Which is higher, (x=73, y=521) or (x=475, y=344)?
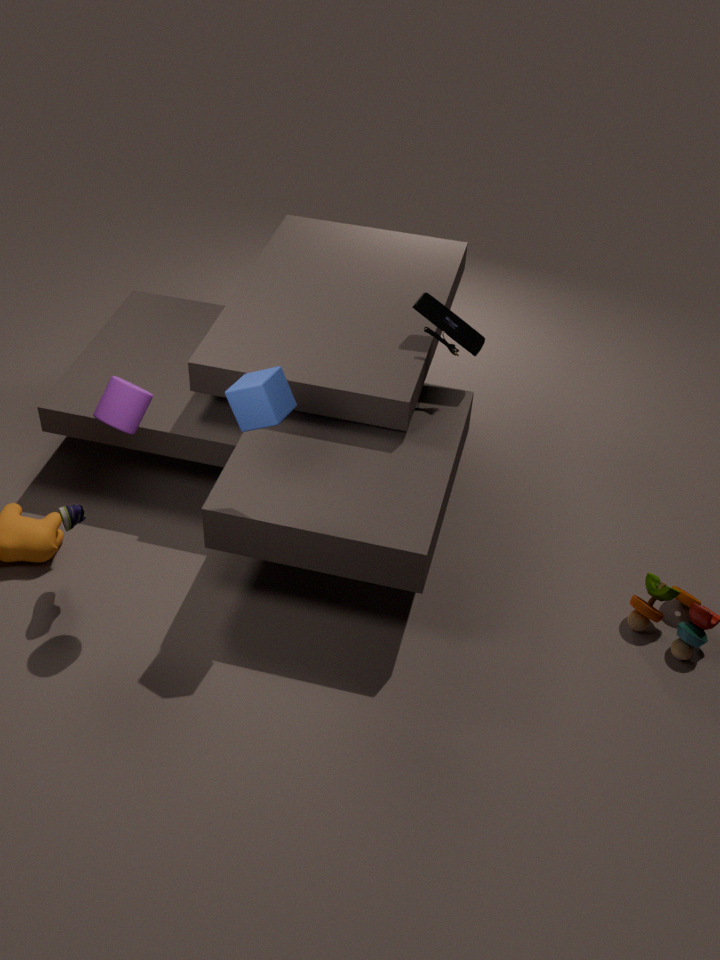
(x=475, y=344)
